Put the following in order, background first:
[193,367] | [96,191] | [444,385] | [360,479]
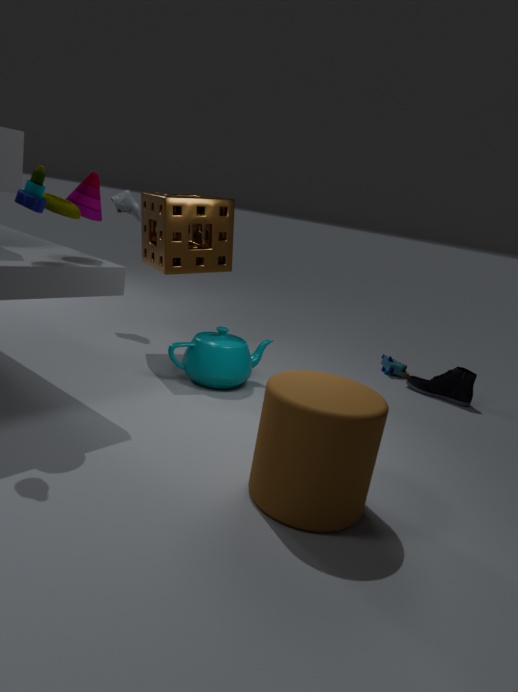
[444,385], [193,367], [96,191], [360,479]
